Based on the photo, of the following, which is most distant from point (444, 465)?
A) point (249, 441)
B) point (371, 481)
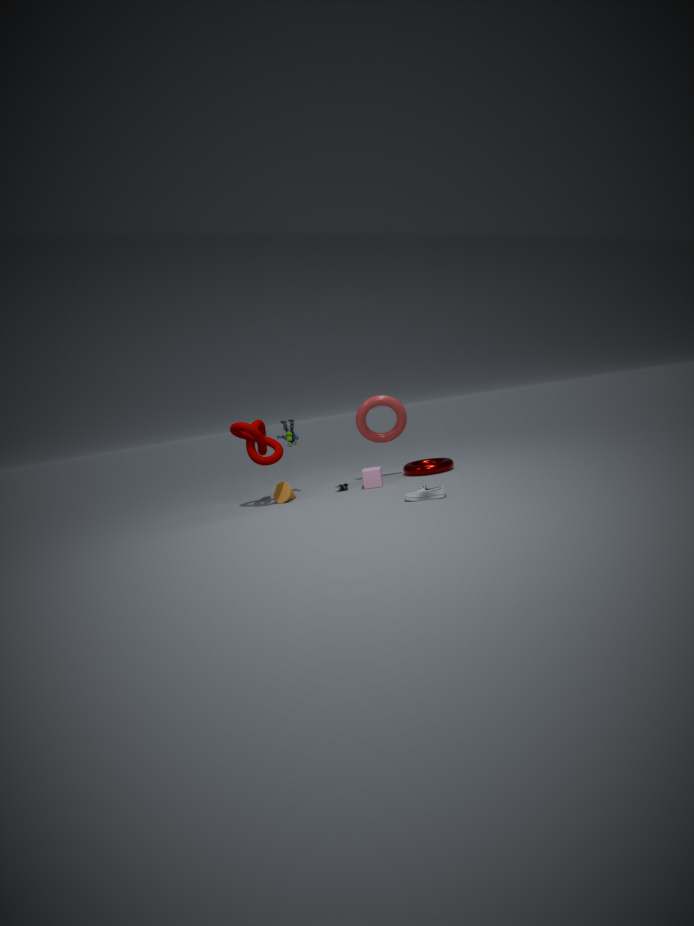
point (249, 441)
